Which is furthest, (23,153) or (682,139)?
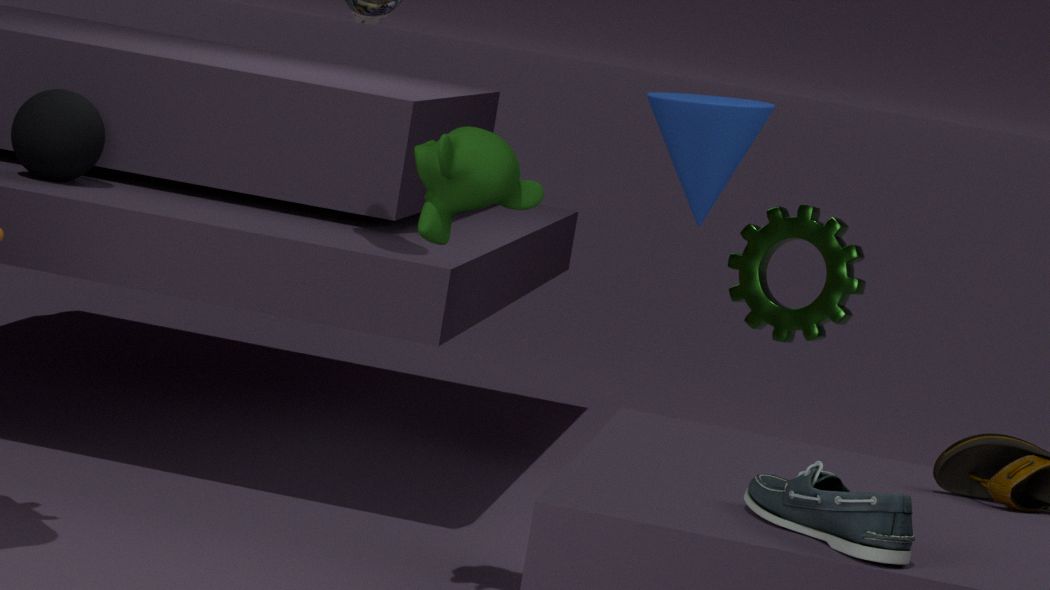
(23,153)
